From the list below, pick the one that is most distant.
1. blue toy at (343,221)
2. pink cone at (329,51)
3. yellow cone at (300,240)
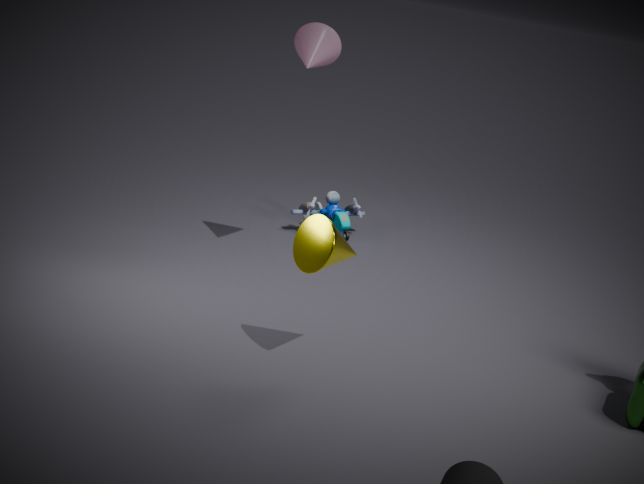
blue toy at (343,221)
